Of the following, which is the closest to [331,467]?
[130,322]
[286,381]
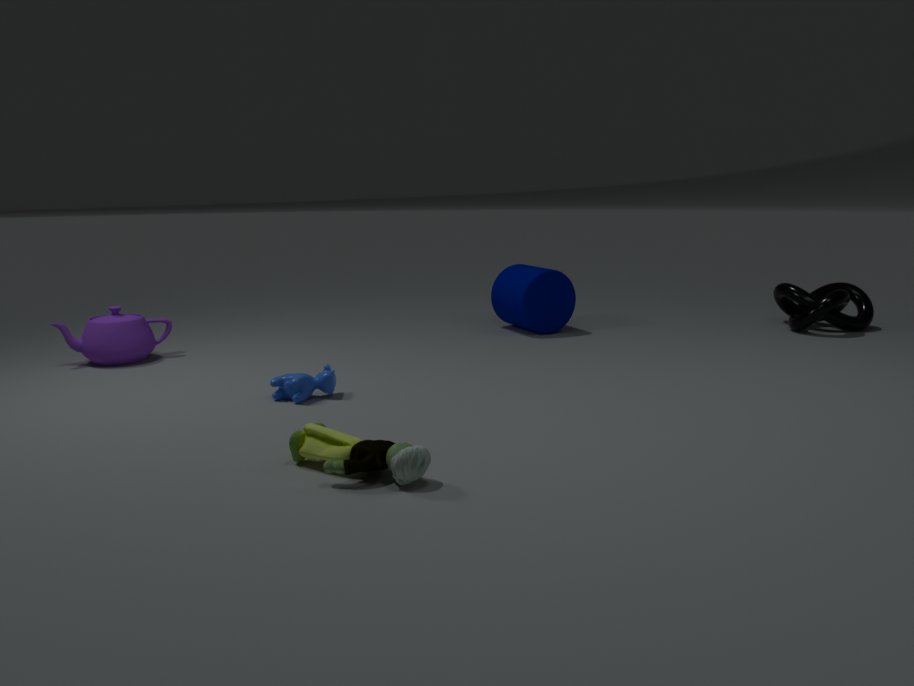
[286,381]
